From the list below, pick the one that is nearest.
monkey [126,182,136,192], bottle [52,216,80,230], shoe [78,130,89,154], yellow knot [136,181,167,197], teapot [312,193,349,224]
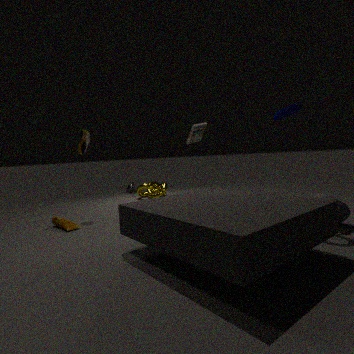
teapot [312,193,349,224]
